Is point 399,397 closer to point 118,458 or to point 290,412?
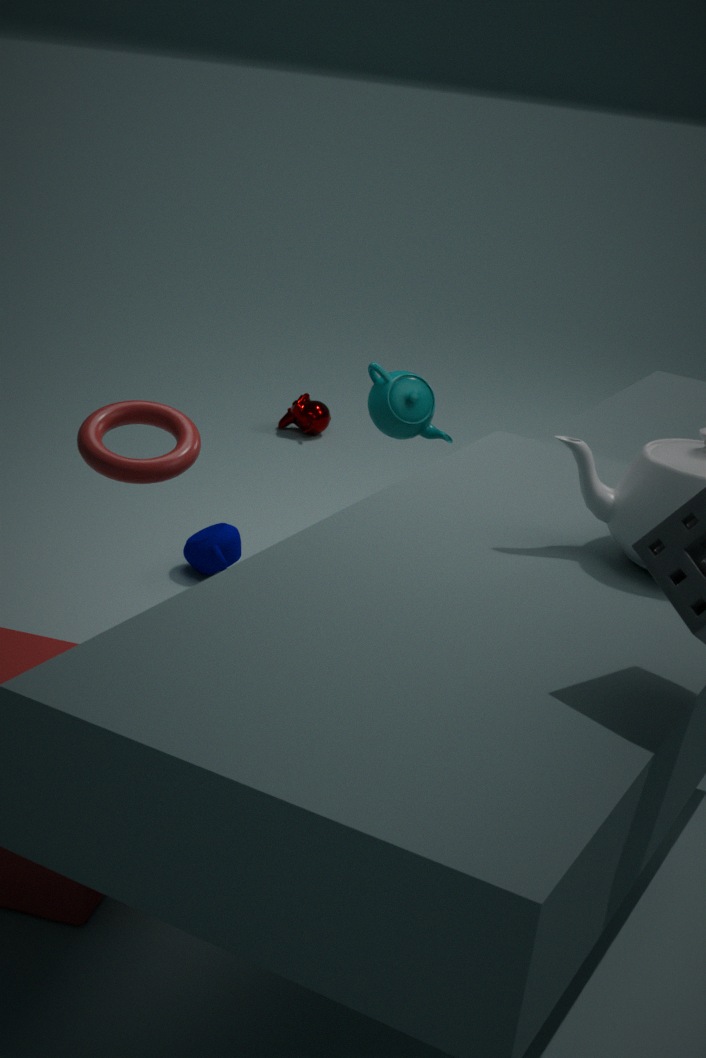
point 118,458
